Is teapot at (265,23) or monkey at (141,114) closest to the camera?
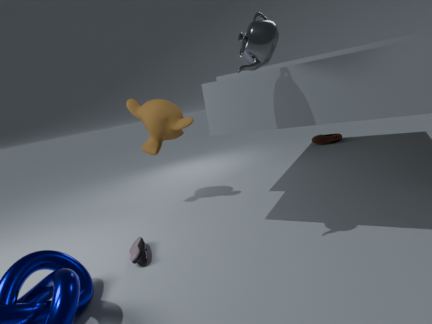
teapot at (265,23)
